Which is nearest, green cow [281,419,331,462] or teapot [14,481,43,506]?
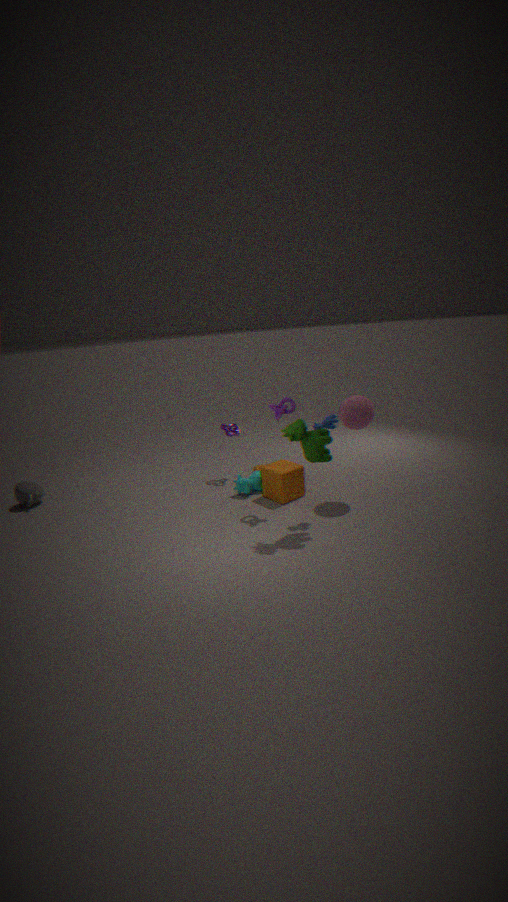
green cow [281,419,331,462]
